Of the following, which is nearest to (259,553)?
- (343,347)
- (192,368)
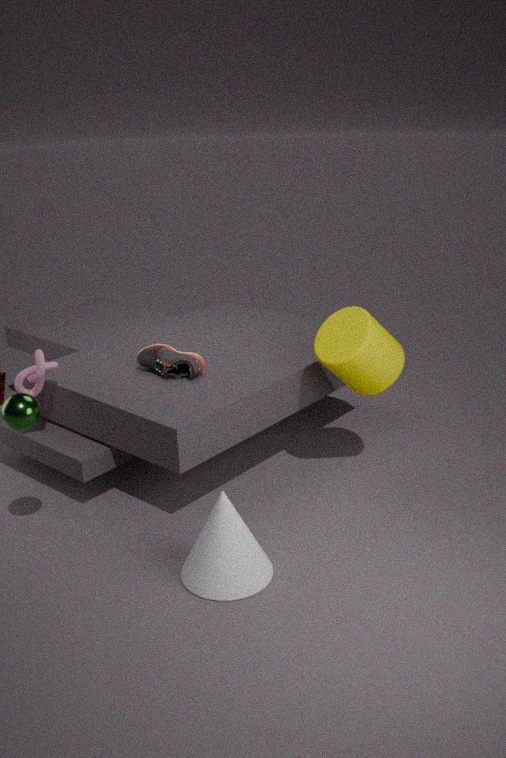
(192,368)
